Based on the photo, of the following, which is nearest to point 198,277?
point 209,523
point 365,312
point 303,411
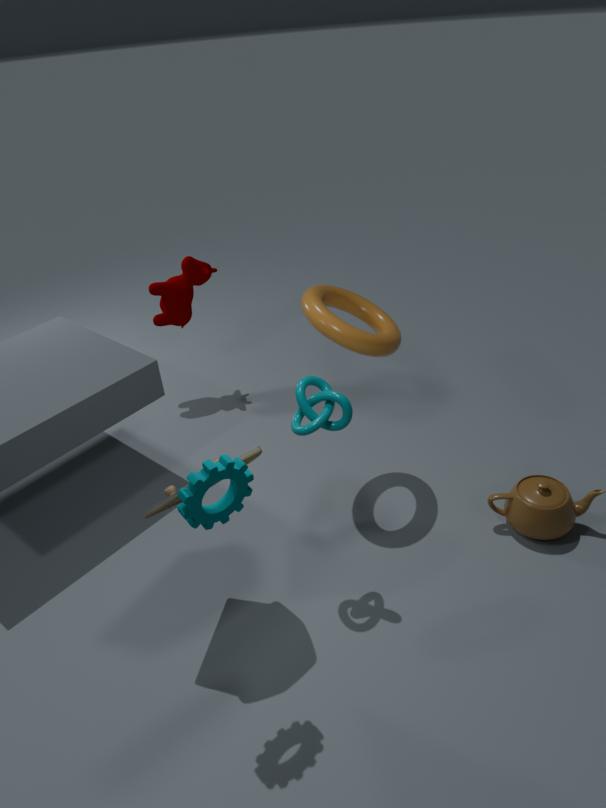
point 365,312
